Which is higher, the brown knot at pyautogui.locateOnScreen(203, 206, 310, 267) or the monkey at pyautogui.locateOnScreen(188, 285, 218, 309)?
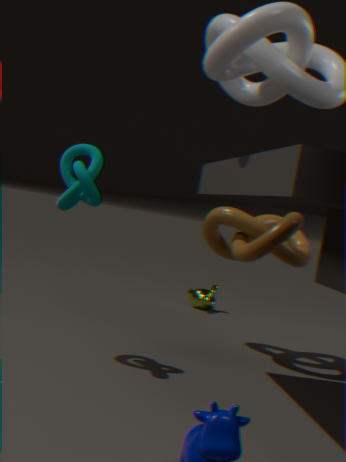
the brown knot at pyautogui.locateOnScreen(203, 206, 310, 267)
